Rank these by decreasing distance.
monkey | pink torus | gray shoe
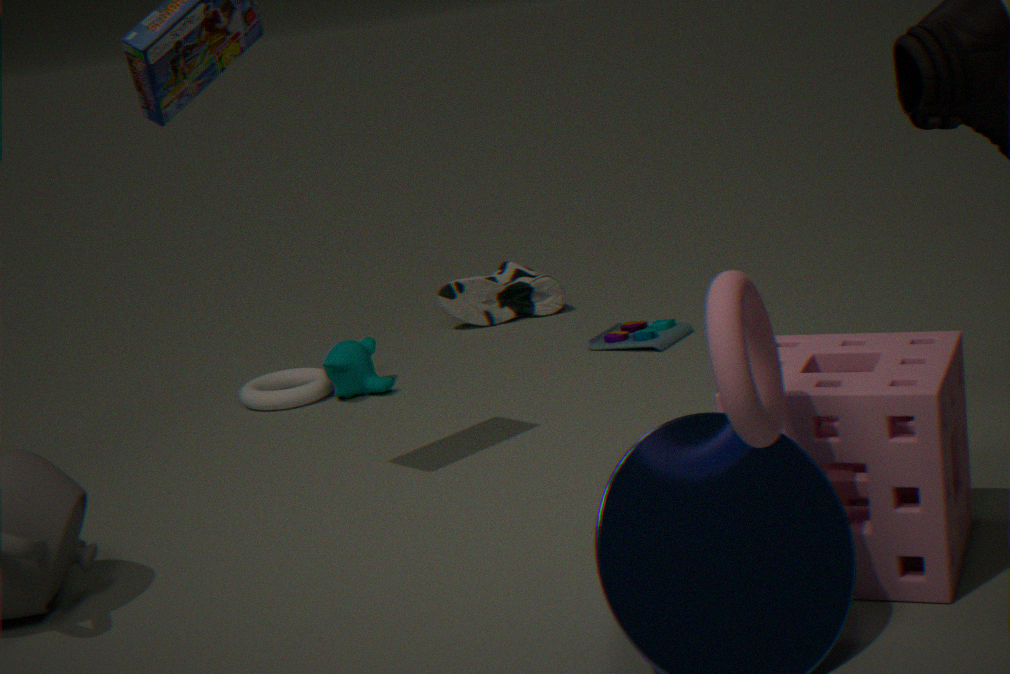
gray shoe < monkey < pink torus
